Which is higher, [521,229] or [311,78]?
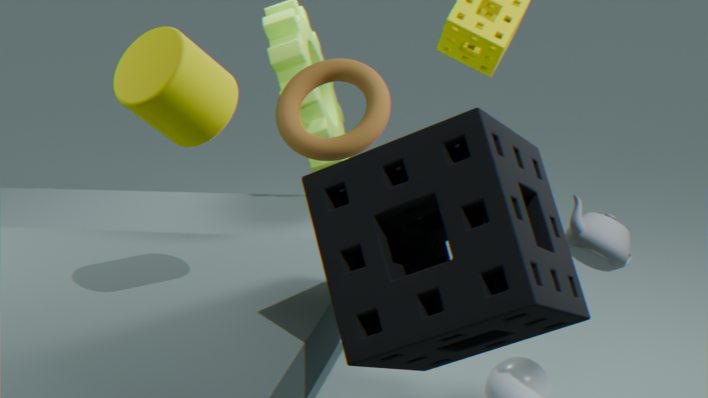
[311,78]
